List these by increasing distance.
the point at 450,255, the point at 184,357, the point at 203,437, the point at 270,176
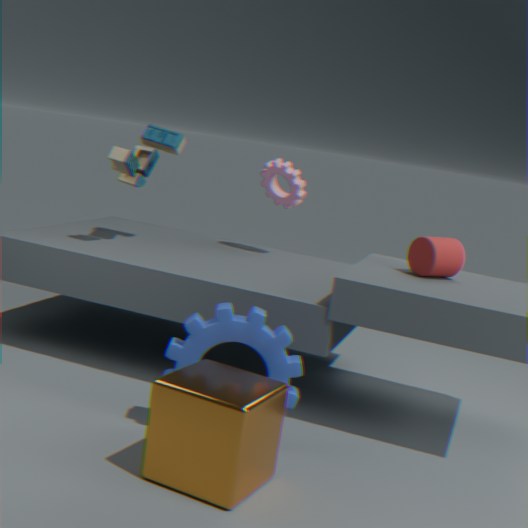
the point at 203,437 < the point at 184,357 < the point at 450,255 < the point at 270,176
